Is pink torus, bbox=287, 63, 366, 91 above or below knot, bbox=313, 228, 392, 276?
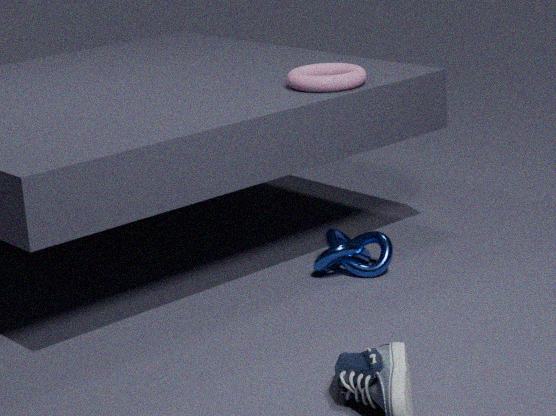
above
